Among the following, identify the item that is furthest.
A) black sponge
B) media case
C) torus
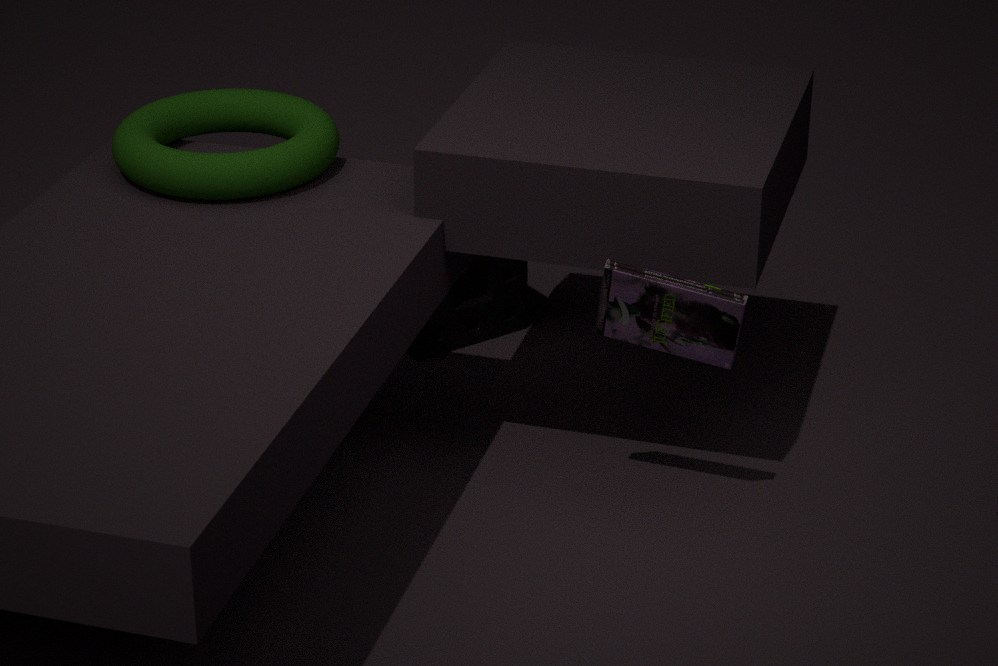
black sponge
